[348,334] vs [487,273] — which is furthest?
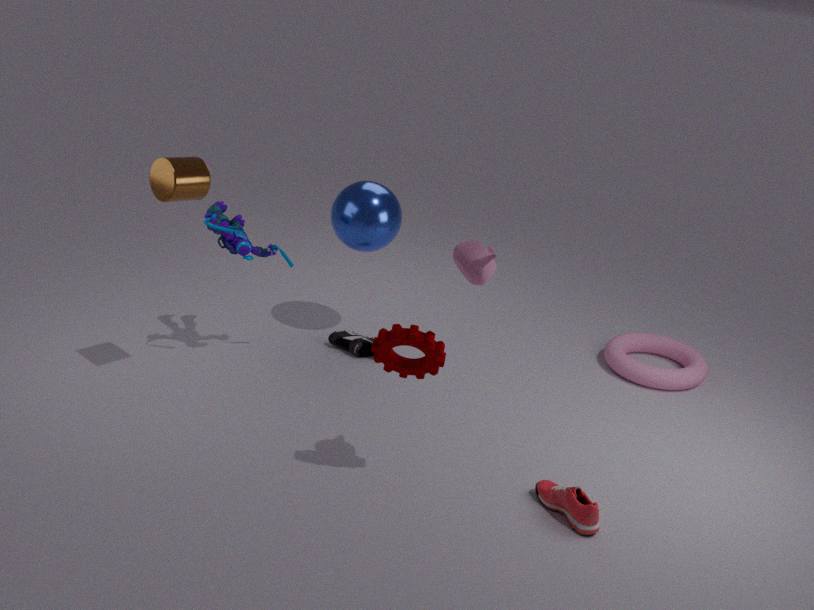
[348,334]
